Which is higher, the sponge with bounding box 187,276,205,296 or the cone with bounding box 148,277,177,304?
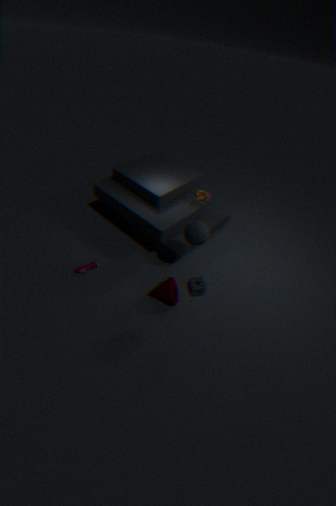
the sponge with bounding box 187,276,205,296
